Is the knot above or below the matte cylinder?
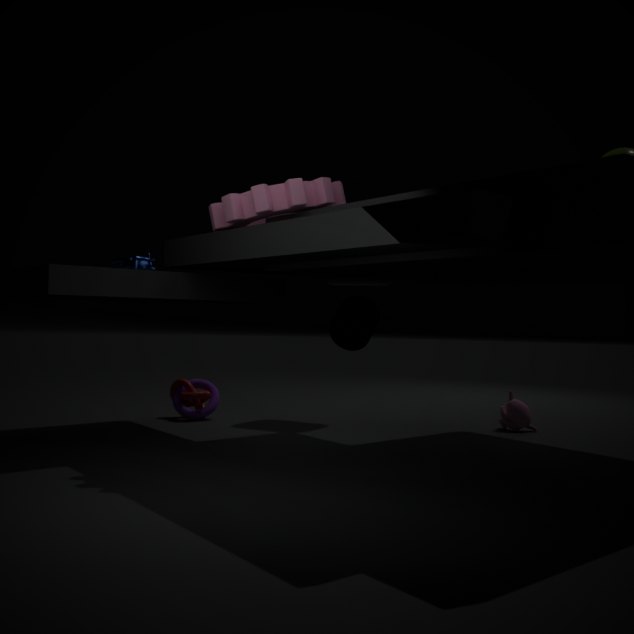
below
